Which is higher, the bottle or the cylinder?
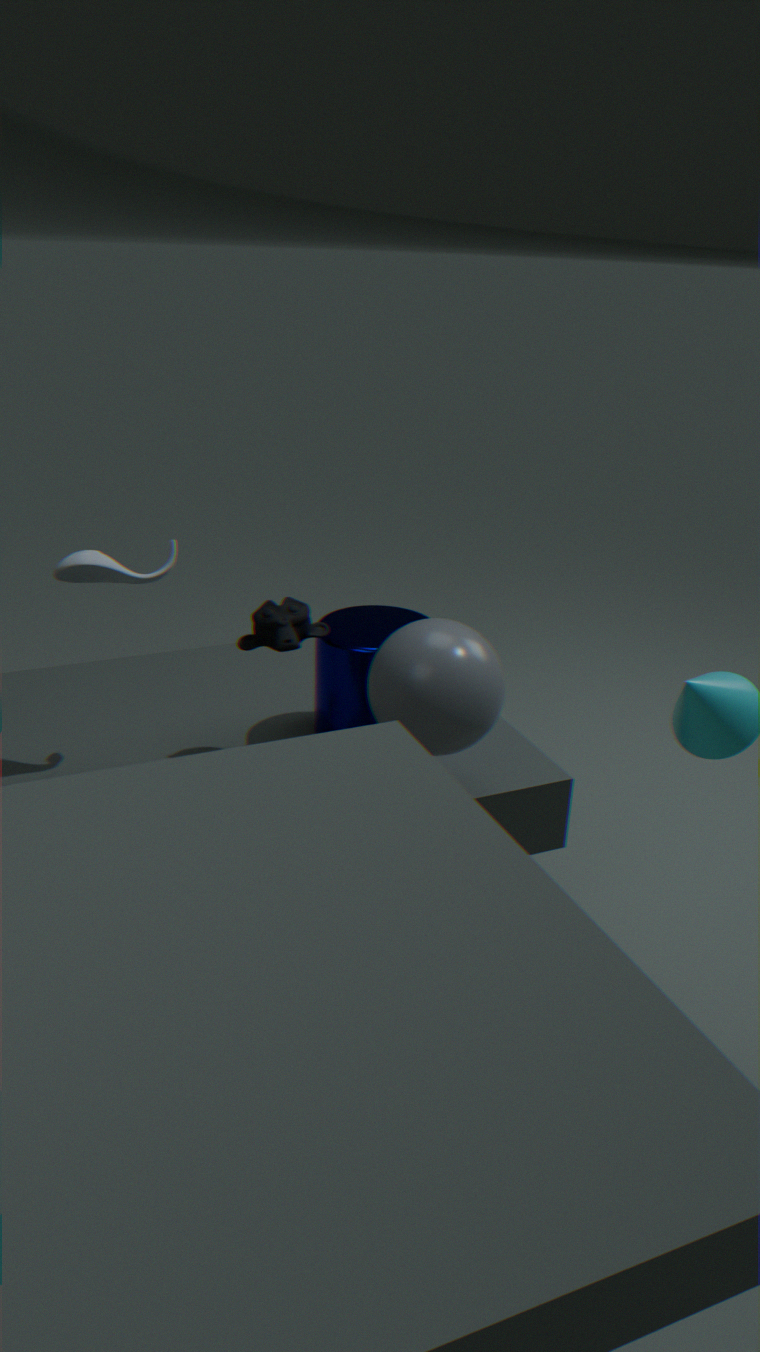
the bottle
